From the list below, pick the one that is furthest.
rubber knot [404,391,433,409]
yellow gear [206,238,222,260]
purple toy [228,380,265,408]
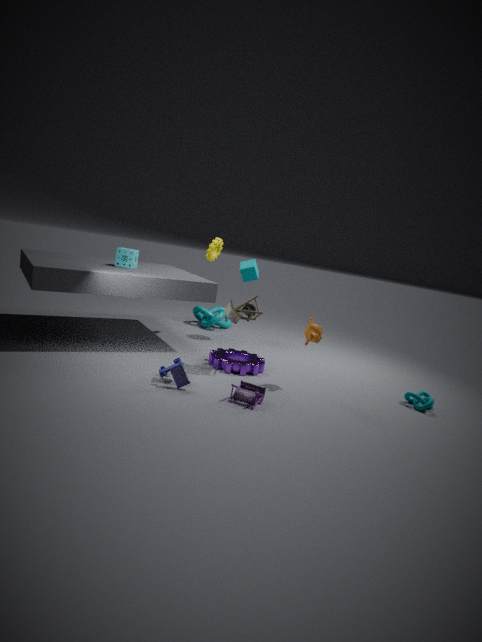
yellow gear [206,238,222,260]
